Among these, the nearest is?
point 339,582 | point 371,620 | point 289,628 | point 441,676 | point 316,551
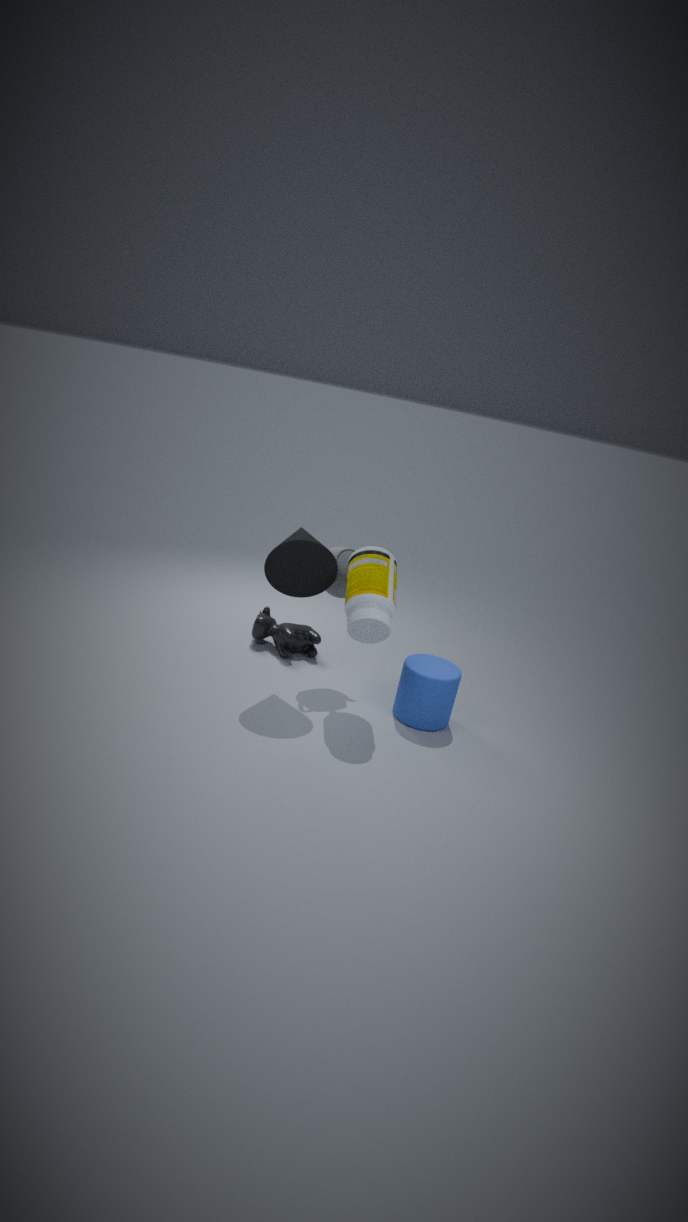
point 371,620
